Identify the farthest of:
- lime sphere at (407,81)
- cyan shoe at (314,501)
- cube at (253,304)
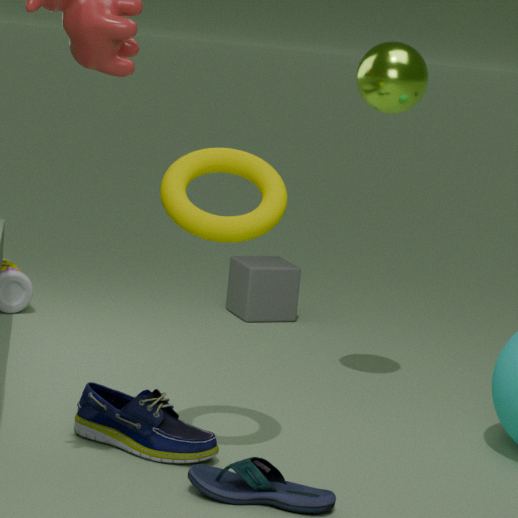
cube at (253,304)
